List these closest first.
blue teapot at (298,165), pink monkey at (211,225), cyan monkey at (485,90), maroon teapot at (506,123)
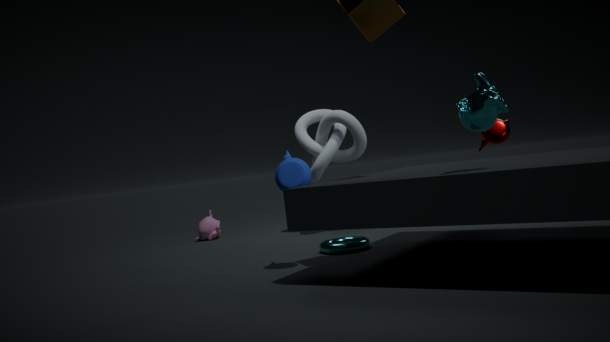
1. cyan monkey at (485,90)
2. blue teapot at (298,165)
3. maroon teapot at (506,123)
4. pink monkey at (211,225)
